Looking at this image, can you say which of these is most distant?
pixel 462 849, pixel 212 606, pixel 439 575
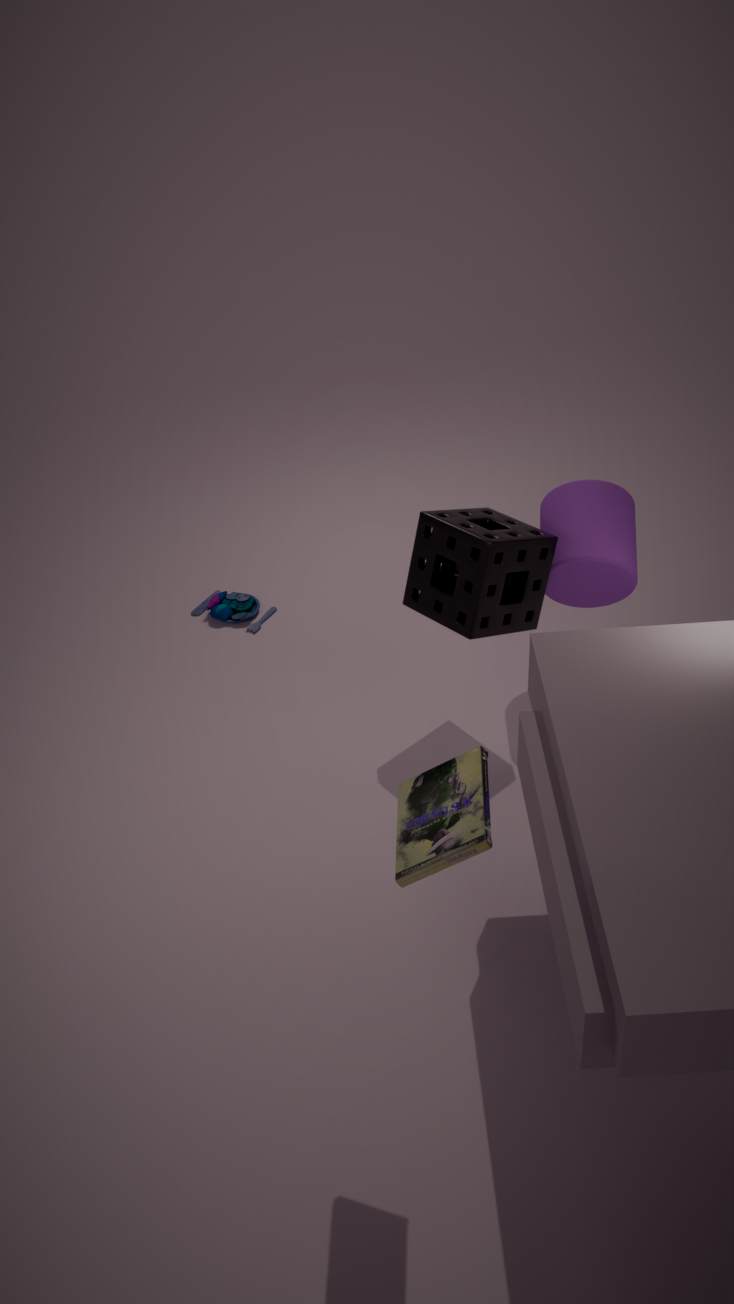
pixel 212 606
